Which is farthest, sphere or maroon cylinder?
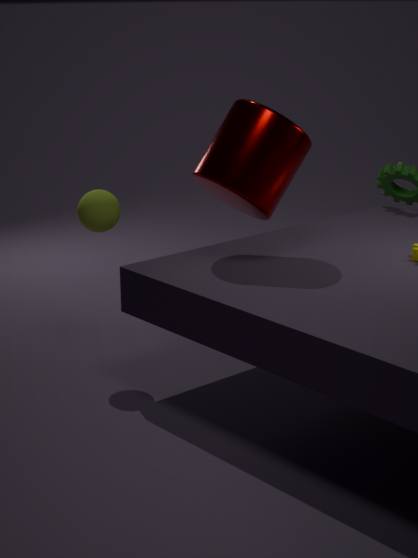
sphere
